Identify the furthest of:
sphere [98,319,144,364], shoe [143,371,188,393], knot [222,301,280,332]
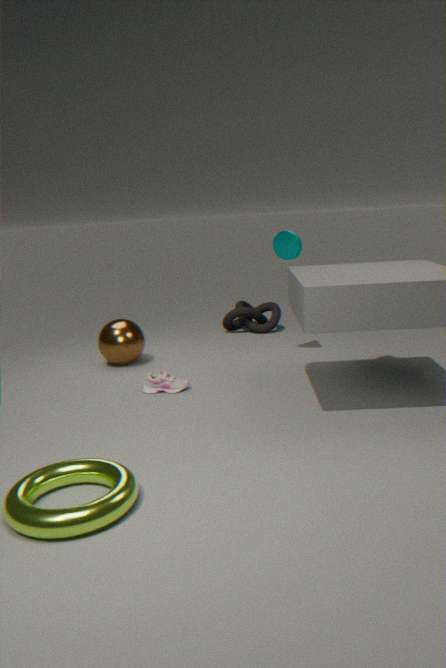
knot [222,301,280,332]
